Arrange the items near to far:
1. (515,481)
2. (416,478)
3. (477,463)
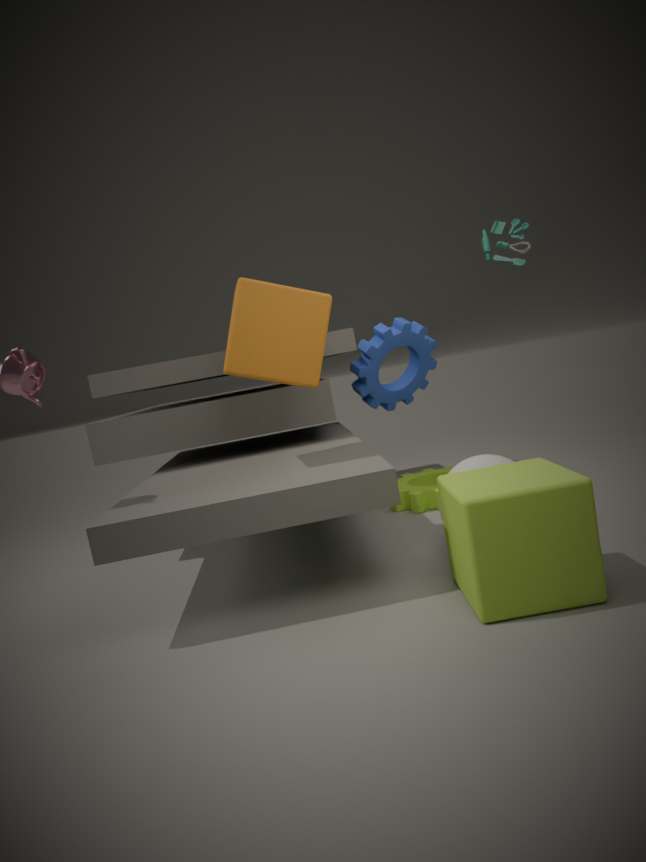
(515,481)
(477,463)
(416,478)
